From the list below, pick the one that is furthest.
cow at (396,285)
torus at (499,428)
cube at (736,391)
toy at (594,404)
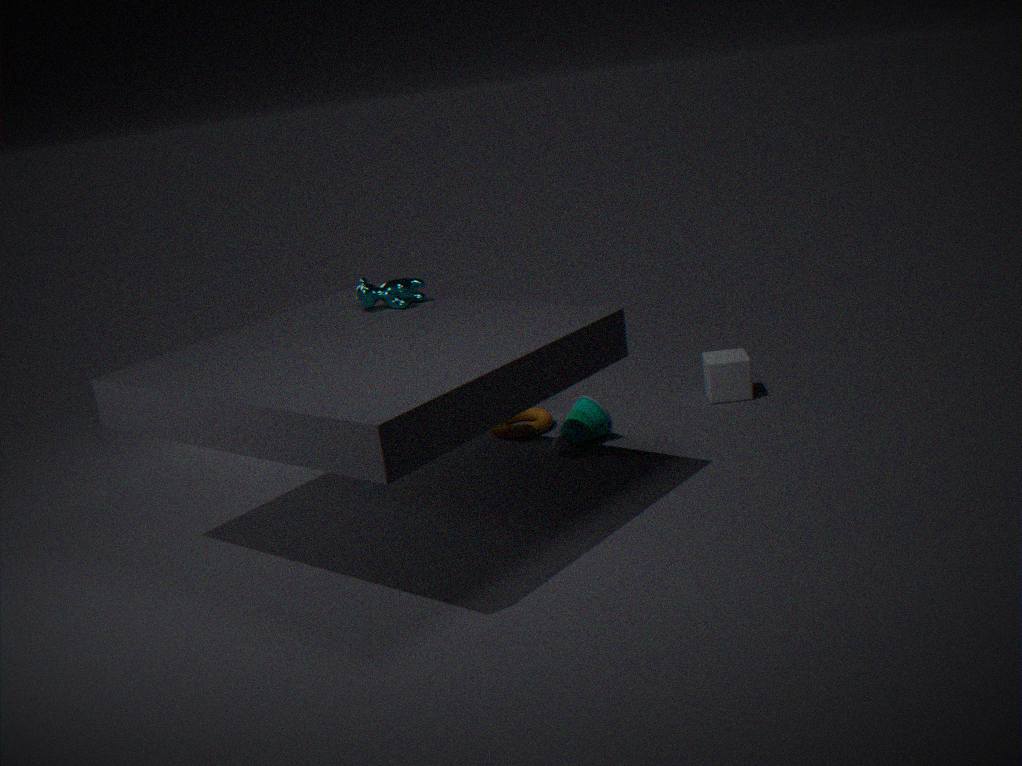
cube at (736,391)
